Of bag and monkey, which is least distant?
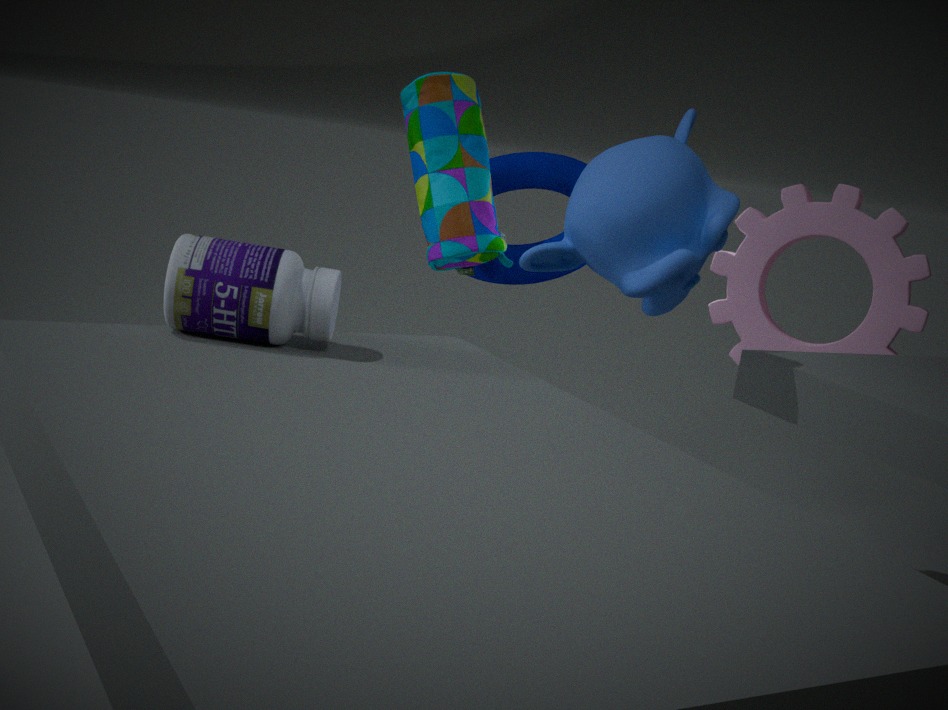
monkey
